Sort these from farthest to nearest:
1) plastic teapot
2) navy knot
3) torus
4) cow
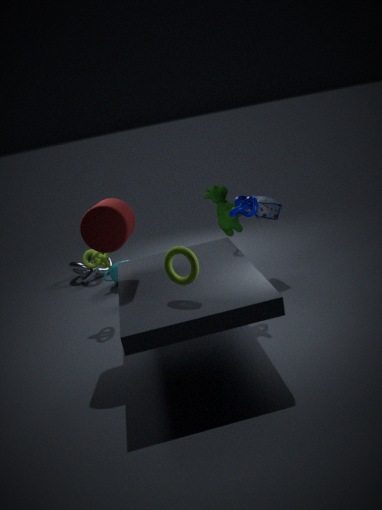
1. plastic teapot
4. cow
2. navy knot
3. torus
